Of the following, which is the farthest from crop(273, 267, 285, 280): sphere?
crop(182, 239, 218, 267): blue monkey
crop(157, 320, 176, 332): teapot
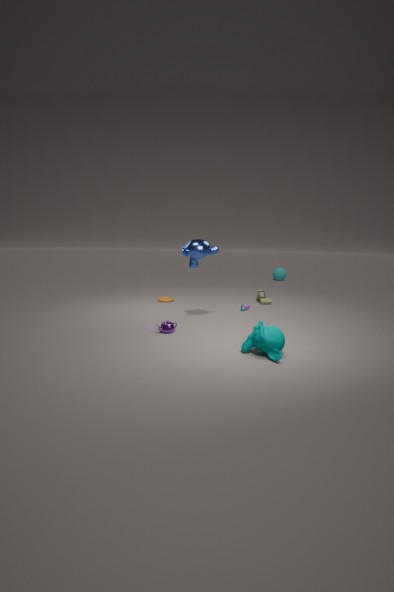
crop(157, 320, 176, 332): teapot
